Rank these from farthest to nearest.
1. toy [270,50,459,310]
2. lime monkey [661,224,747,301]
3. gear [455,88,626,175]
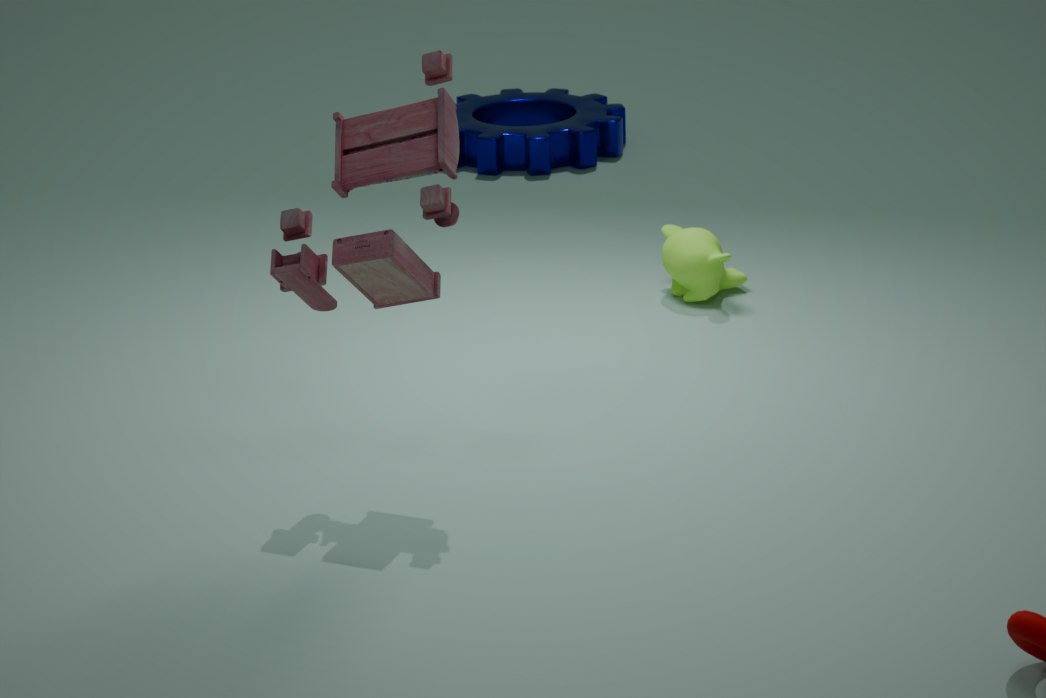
gear [455,88,626,175] → lime monkey [661,224,747,301] → toy [270,50,459,310]
